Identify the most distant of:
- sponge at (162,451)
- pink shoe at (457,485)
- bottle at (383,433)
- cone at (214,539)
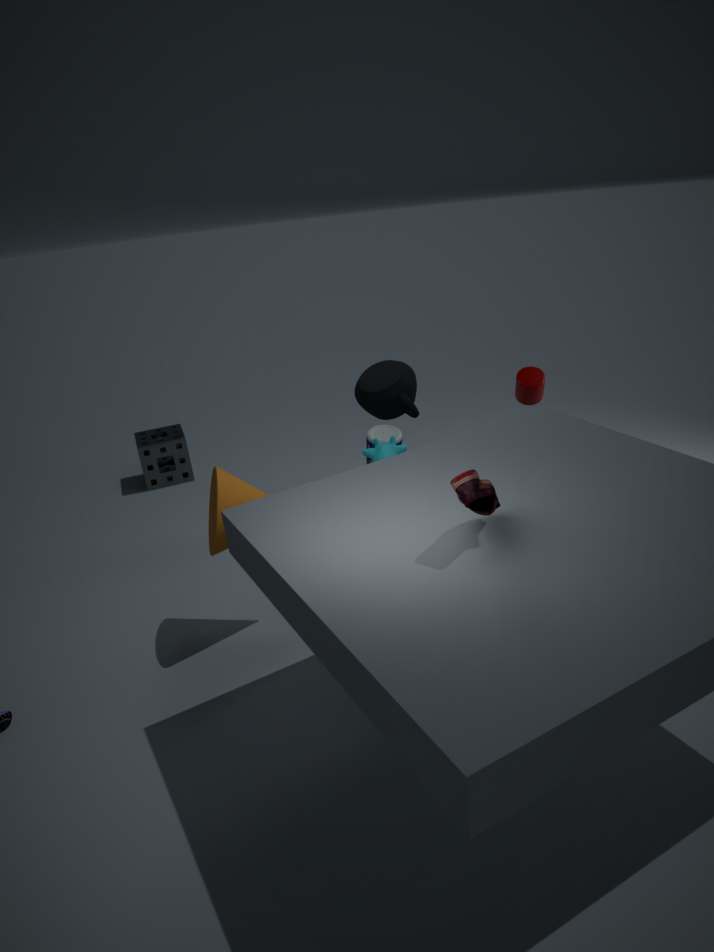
sponge at (162,451)
